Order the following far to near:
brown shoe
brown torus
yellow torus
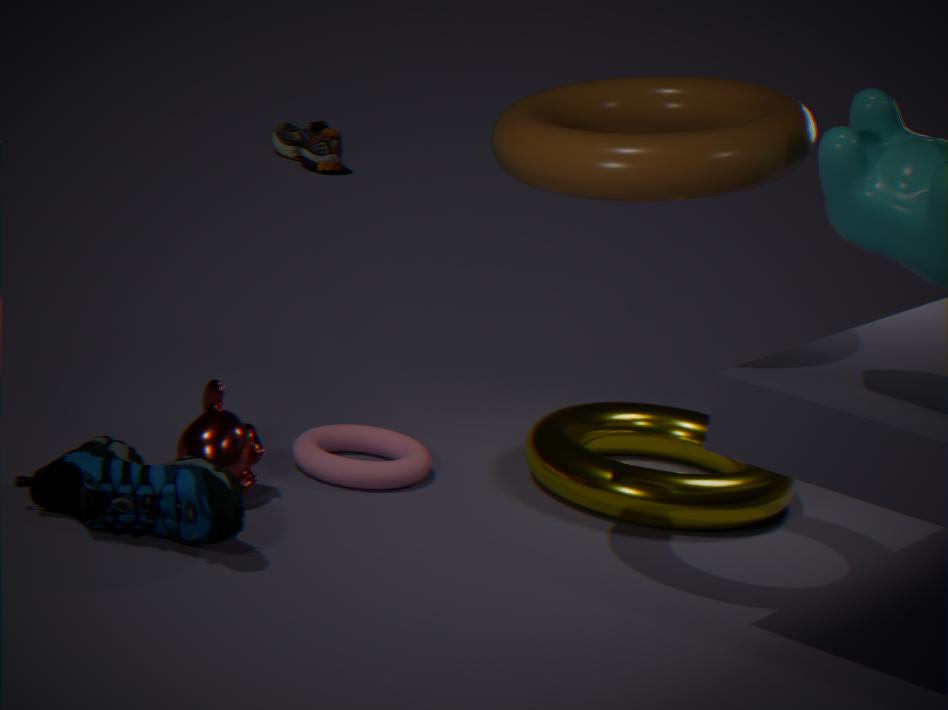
1. brown shoe
2. yellow torus
3. brown torus
